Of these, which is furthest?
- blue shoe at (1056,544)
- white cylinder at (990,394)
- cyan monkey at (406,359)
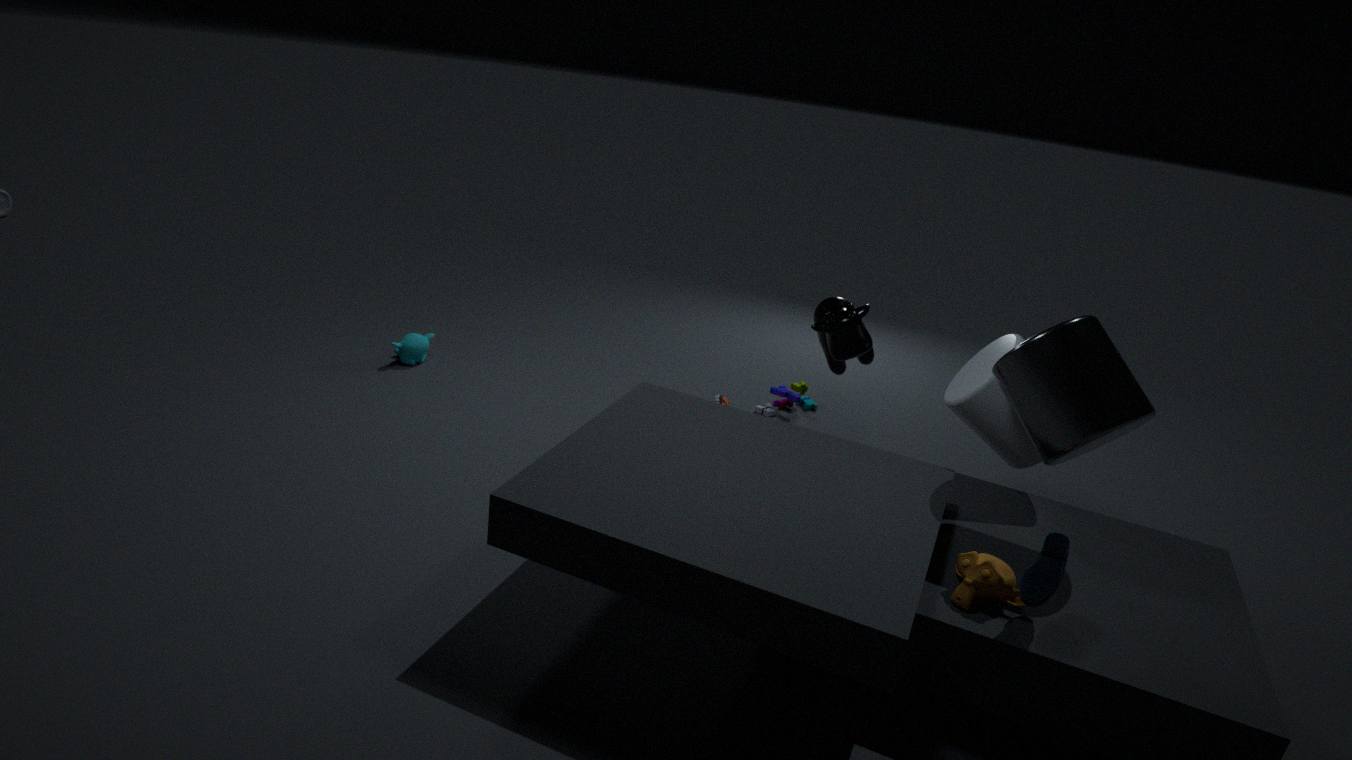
cyan monkey at (406,359)
